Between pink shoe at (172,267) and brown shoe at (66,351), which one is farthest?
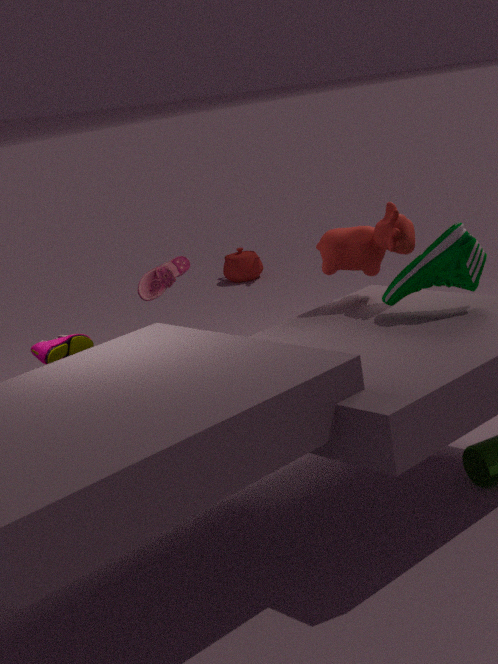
pink shoe at (172,267)
